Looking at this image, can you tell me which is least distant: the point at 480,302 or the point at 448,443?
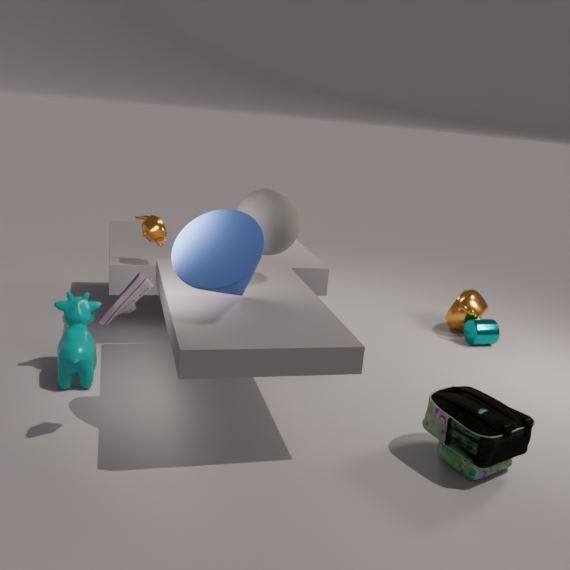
the point at 448,443
